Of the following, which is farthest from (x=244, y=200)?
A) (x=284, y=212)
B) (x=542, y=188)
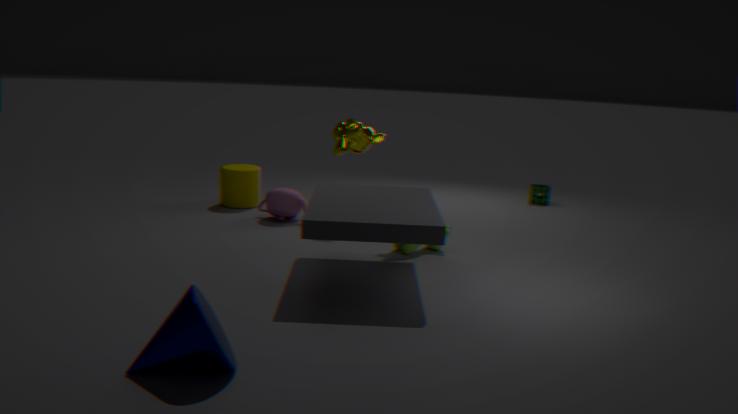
(x=542, y=188)
